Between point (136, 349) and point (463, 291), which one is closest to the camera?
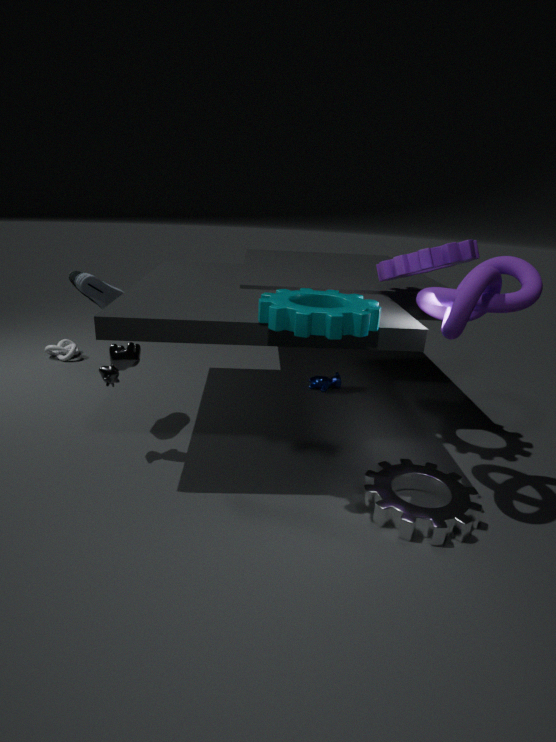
point (463, 291)
